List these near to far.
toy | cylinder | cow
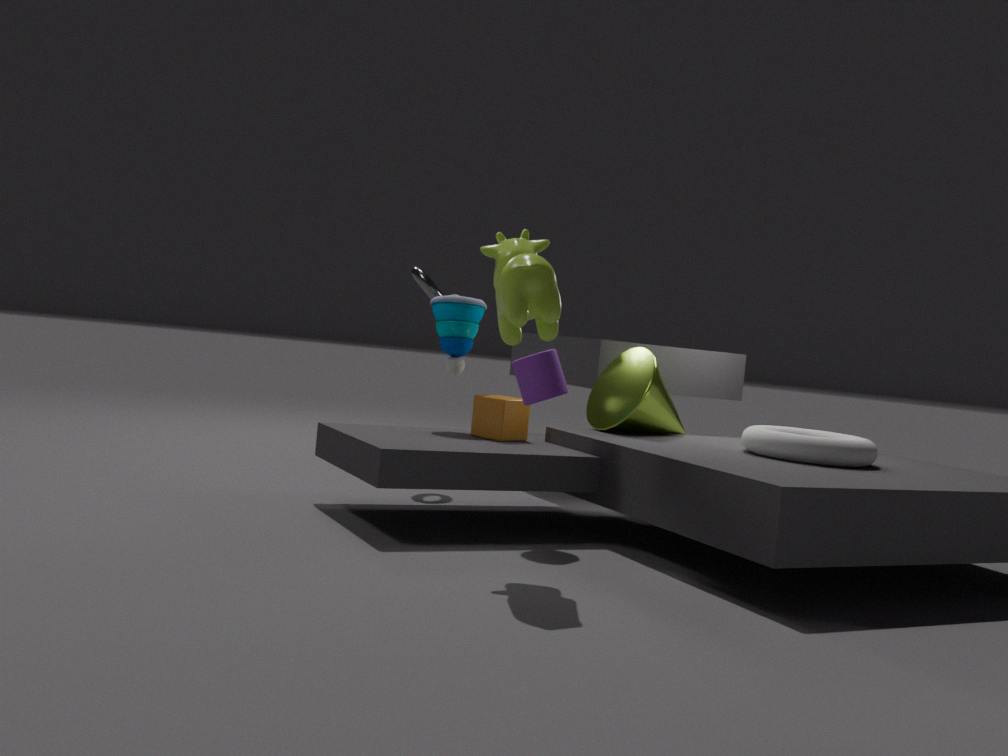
cow < cylinder < toy
